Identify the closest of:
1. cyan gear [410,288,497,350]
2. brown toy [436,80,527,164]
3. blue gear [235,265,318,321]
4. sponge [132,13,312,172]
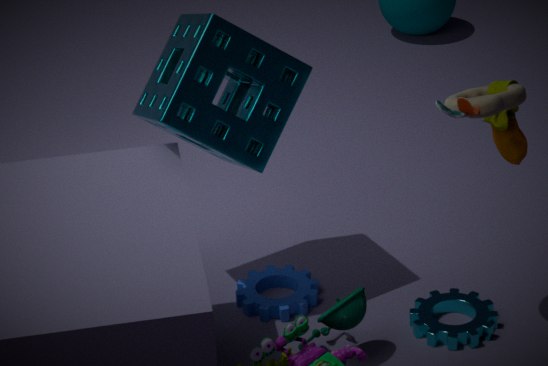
brown toy [436,80,527,164]
